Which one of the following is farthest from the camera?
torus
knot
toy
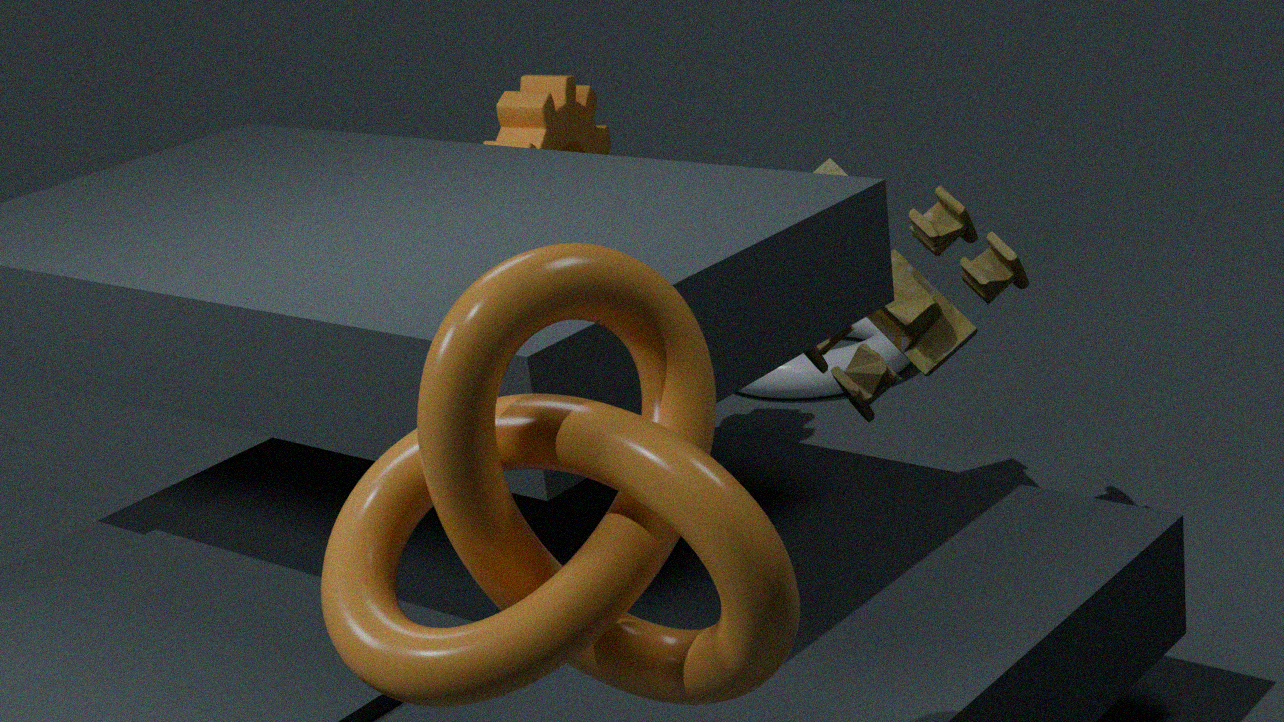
torus
